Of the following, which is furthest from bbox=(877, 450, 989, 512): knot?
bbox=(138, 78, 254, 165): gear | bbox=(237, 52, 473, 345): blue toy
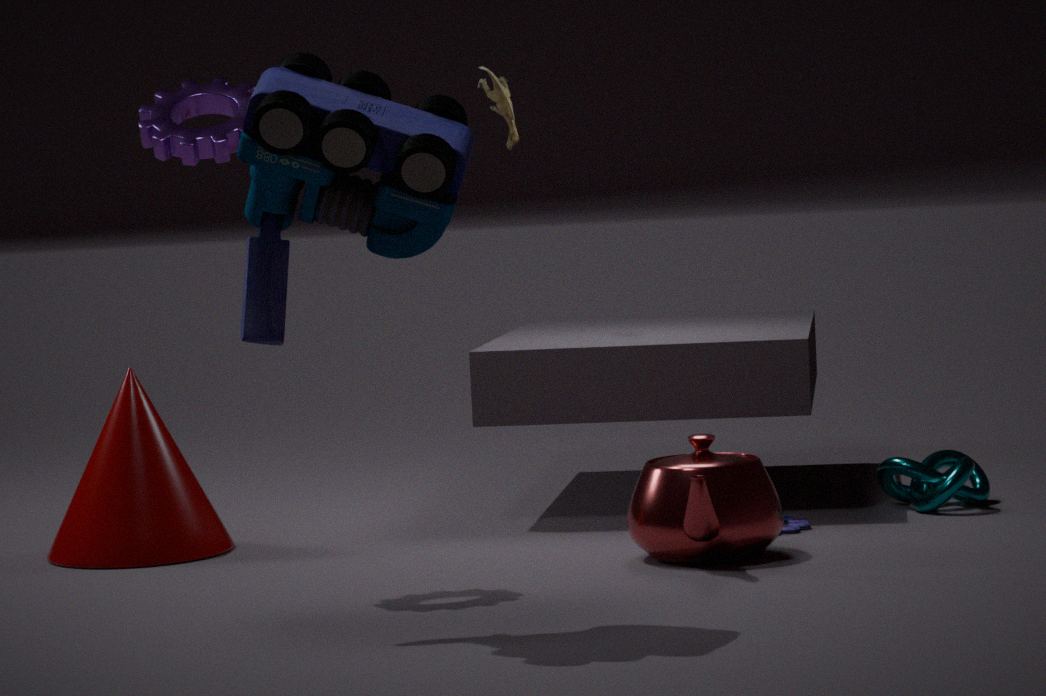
bbox=(138, 78, 254, 165): gear
